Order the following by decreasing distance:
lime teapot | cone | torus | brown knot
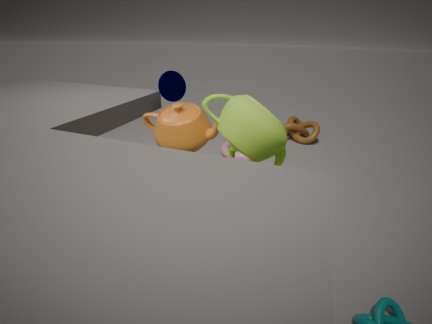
brown knot → torus → cone → lime teapot
